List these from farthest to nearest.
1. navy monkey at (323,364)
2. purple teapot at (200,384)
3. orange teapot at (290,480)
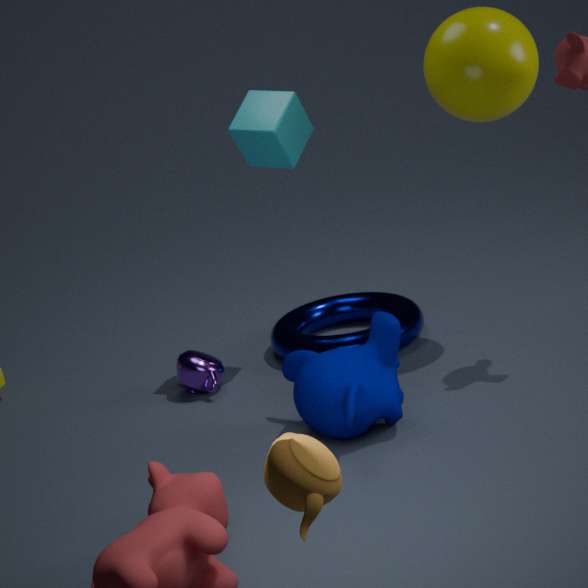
1. purple teapot at (200,384)
2. navy monkey at (323,364)
3. orange teapot at (290,480)
